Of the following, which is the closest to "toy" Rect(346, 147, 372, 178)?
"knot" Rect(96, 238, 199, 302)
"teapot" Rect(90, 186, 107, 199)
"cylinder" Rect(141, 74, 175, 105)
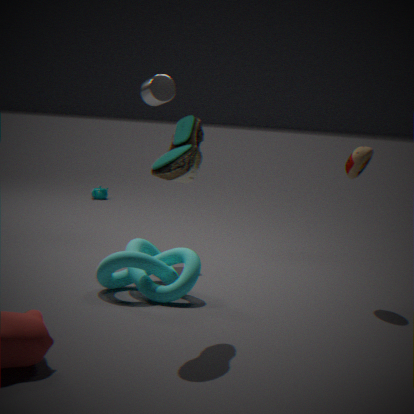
"knot" Rect(96, 238, 199, 302)
